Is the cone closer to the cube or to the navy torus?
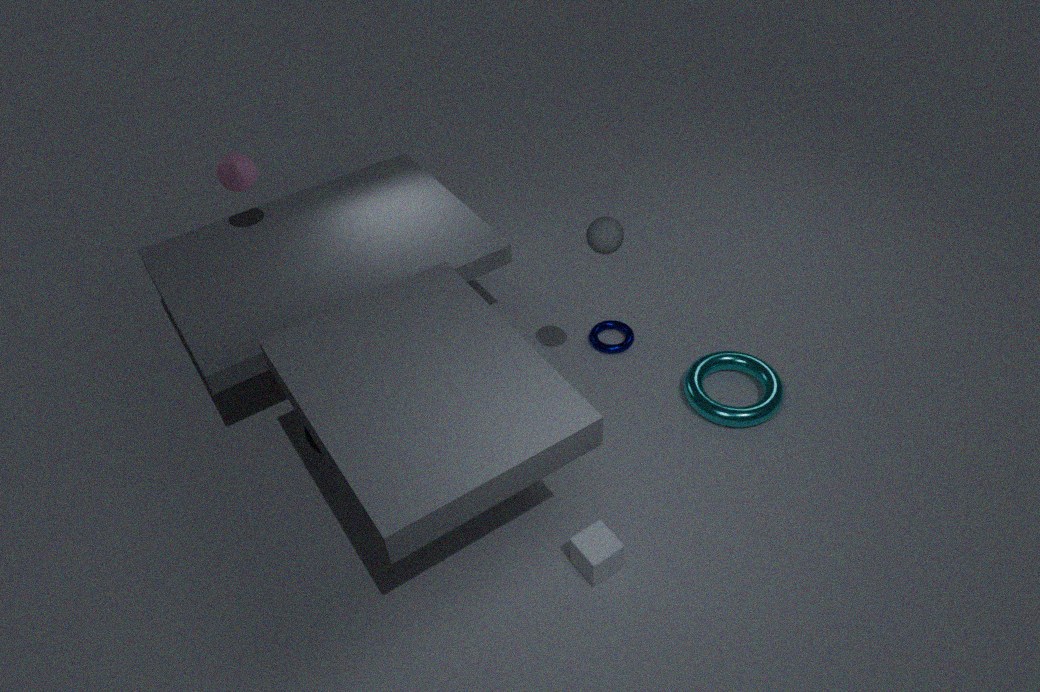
the navy torus
